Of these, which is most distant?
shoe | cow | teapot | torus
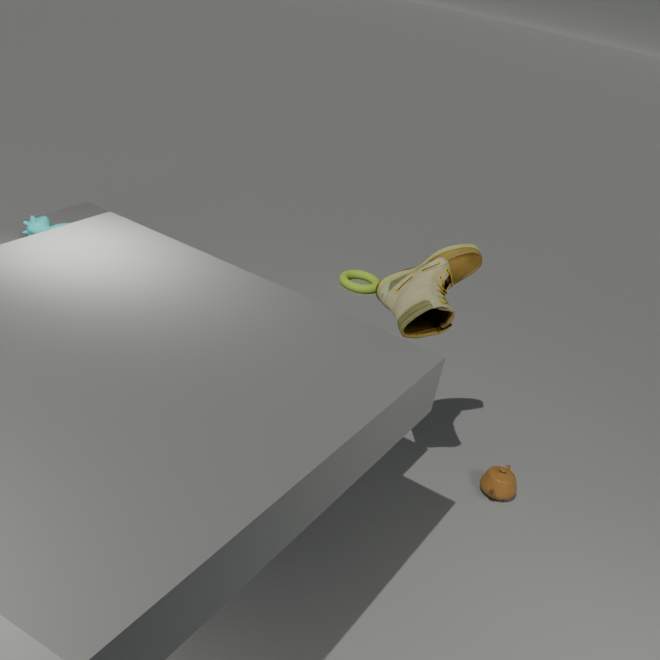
torus
